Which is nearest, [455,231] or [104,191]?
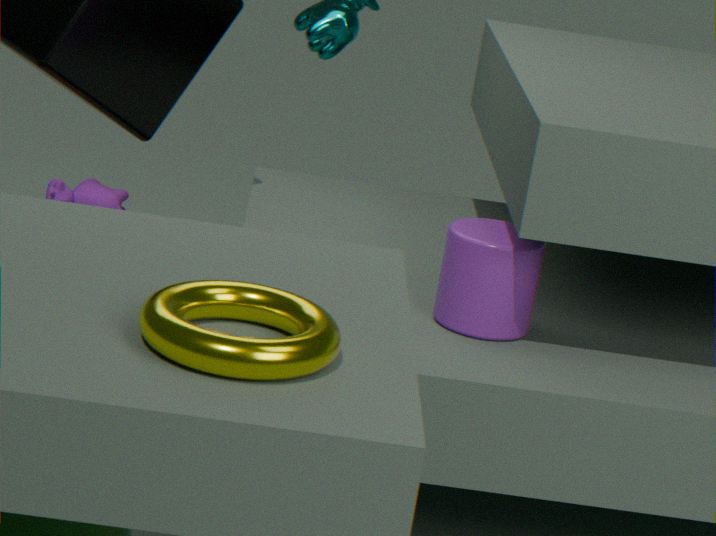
[455,231]
